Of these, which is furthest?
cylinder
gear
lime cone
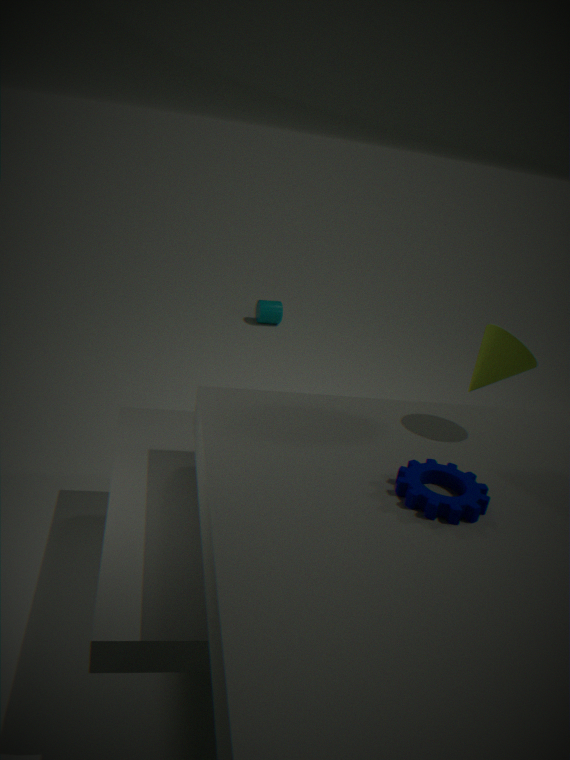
cylinder
